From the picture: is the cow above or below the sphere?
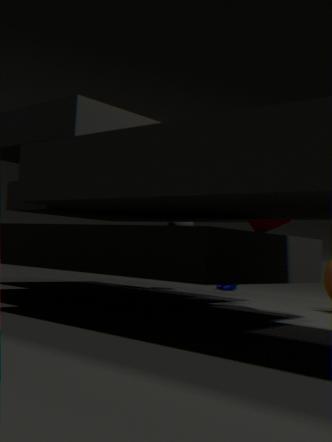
below
